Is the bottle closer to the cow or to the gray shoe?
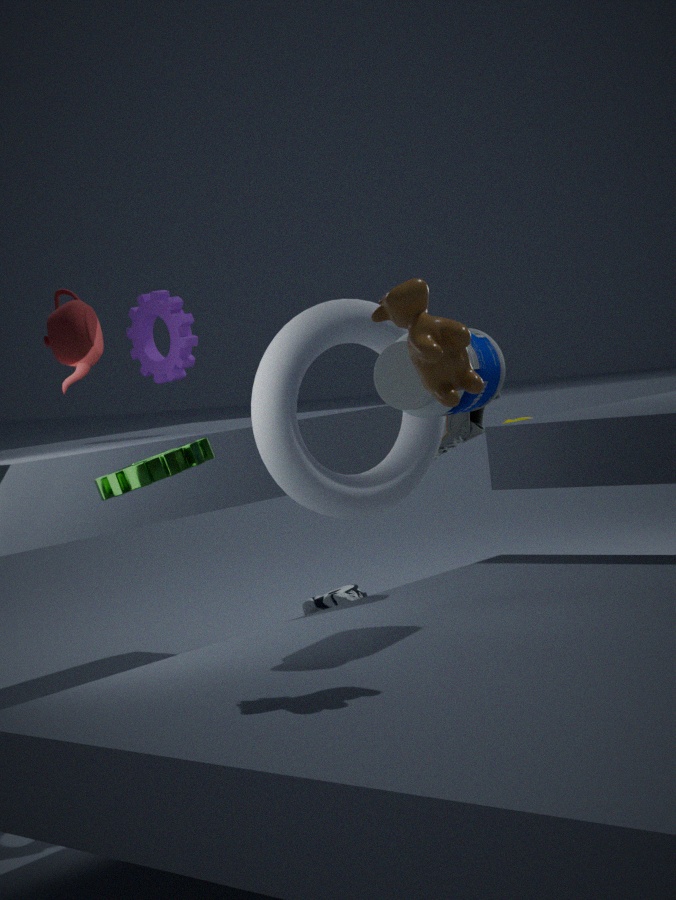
the cow
